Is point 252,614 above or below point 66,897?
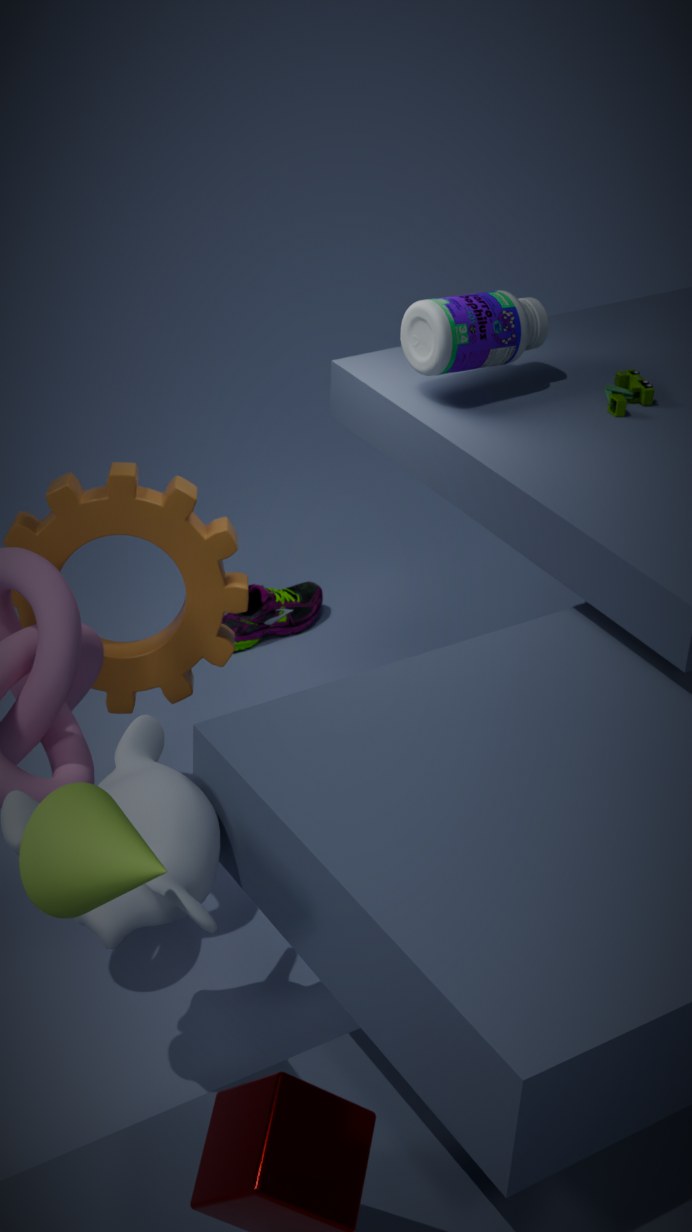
below
